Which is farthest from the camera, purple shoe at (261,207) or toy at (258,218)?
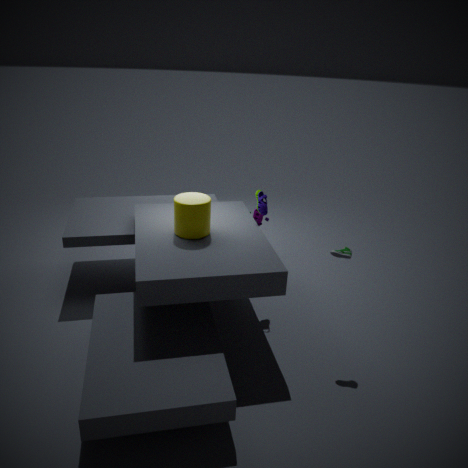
toy at (258,218)
